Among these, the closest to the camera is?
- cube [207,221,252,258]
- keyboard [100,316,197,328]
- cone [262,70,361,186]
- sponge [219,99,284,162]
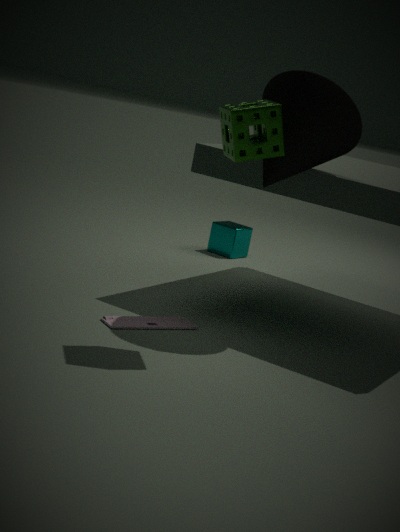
sponge [219,99,284,162]
